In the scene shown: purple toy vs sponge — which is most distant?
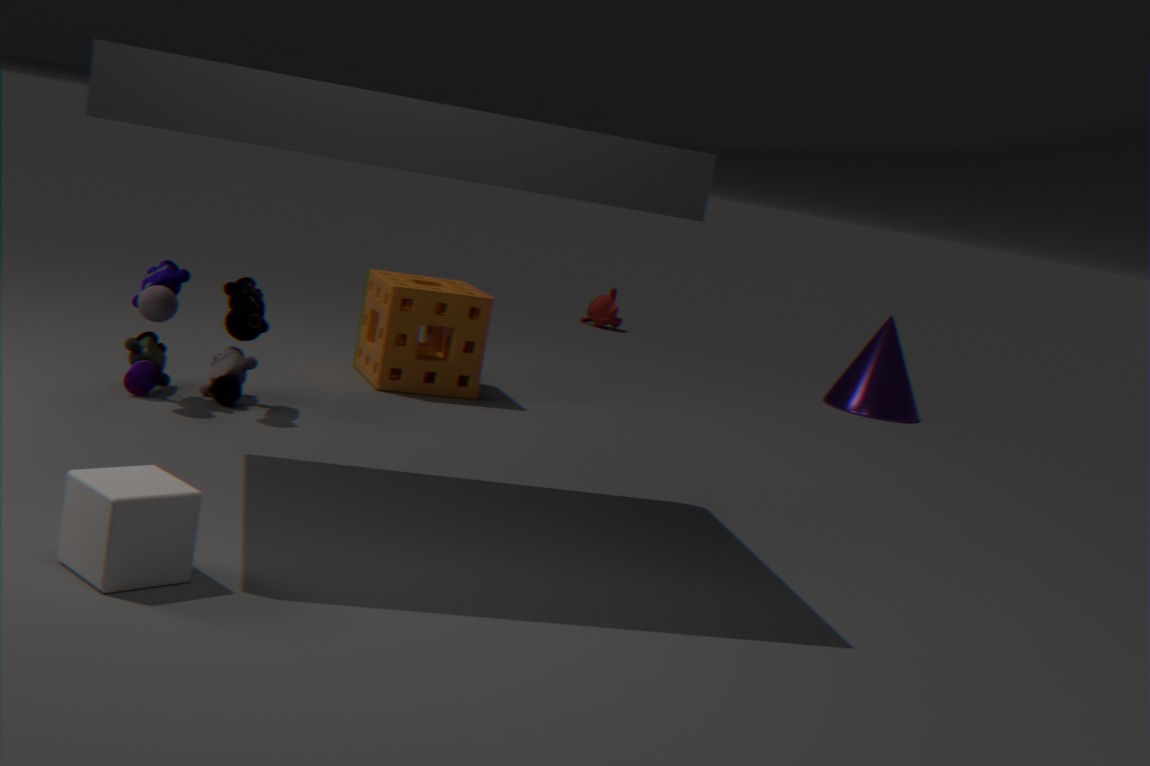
sponge
